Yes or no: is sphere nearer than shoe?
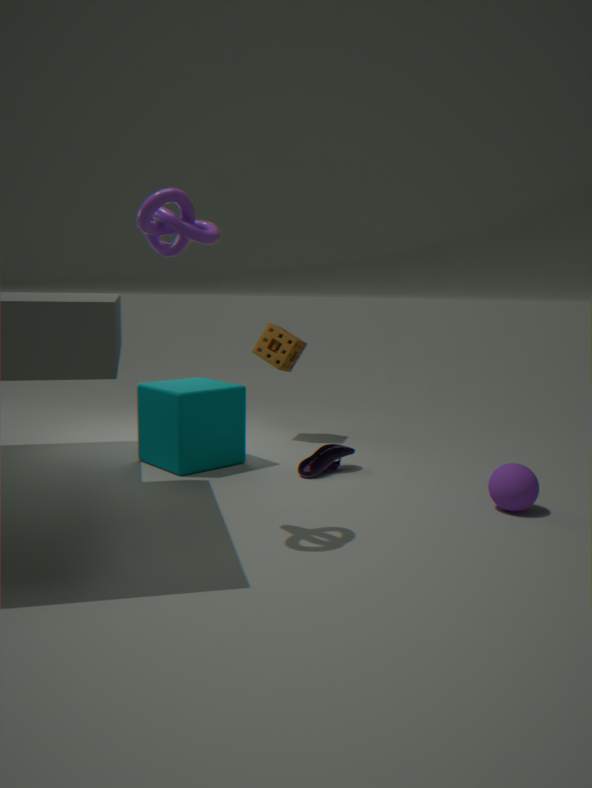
Yes
